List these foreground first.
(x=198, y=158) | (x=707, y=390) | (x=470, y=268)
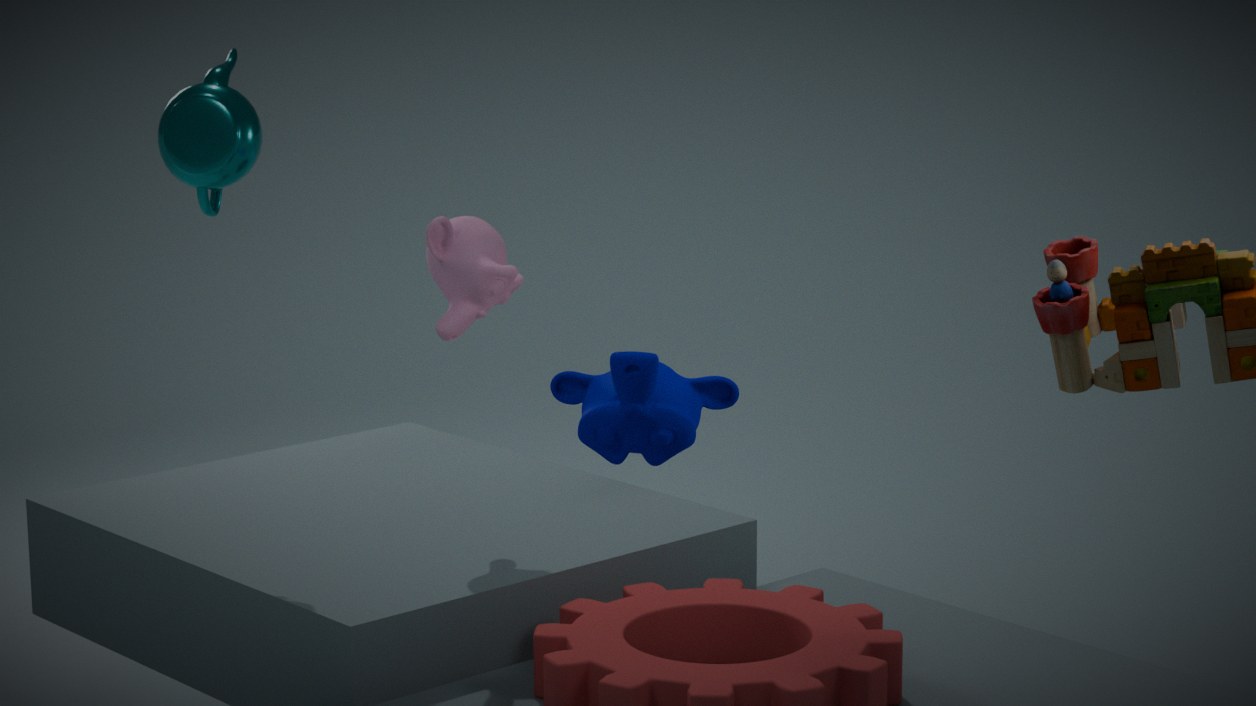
1. (x=707, y=390)
2. (x=198, y=158)
3. (x=470, y=268)
